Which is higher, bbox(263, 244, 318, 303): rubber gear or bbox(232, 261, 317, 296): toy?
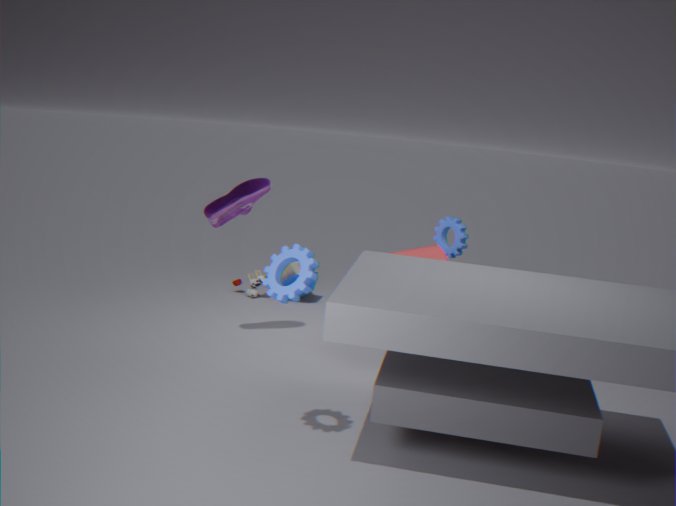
bbox(263, 244, 318, 303): rubber gear
